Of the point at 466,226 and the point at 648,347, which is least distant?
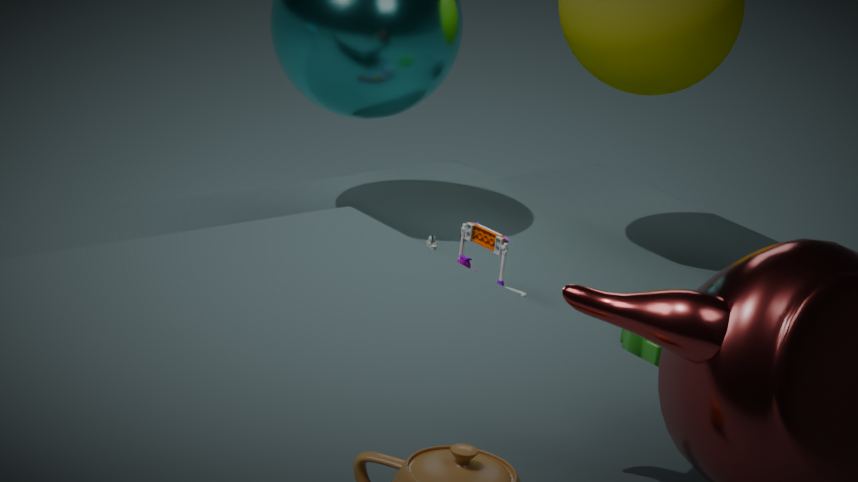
the point at 648,347
